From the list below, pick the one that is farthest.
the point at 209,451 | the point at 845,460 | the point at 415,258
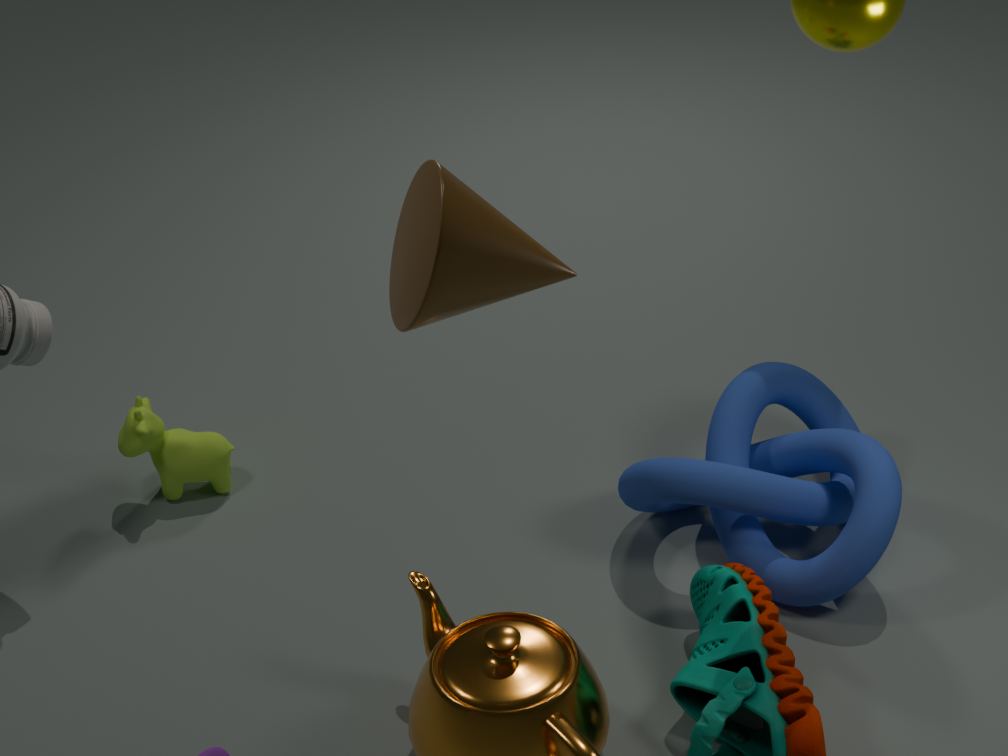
the point at 209,451
